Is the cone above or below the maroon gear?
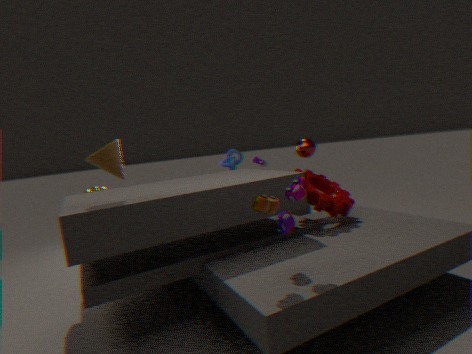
above
